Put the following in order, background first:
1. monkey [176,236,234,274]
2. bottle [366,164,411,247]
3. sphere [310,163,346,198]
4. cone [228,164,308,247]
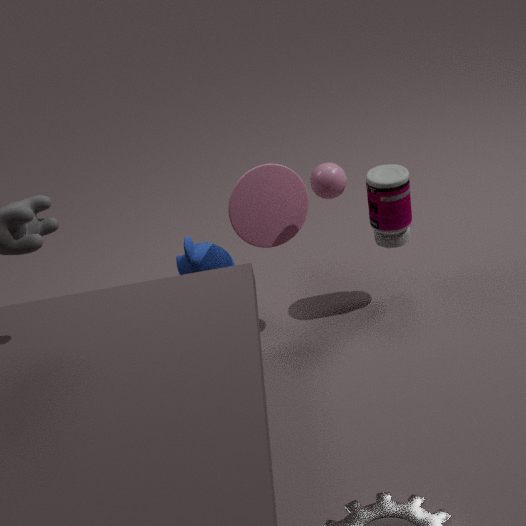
monkey [176,236,234,274] < cone [228,164,308,247] < bottle [366,164,411,247] < sphere [310,163,346,198]
